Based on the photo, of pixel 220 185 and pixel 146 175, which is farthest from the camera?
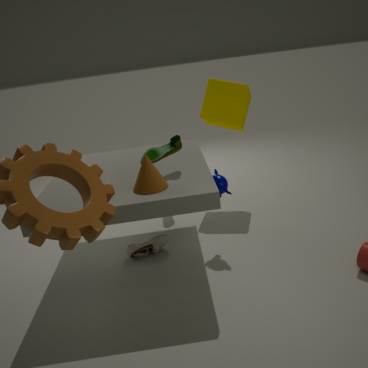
pixel 220 185
